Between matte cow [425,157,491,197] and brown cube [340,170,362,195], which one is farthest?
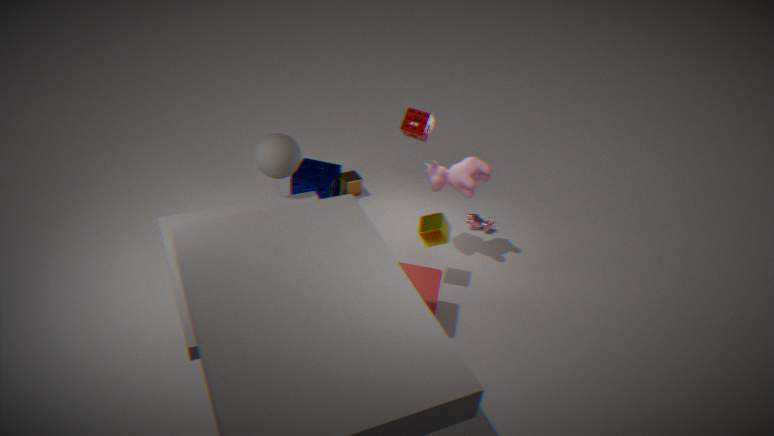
brown cube [340,170,362,195]
